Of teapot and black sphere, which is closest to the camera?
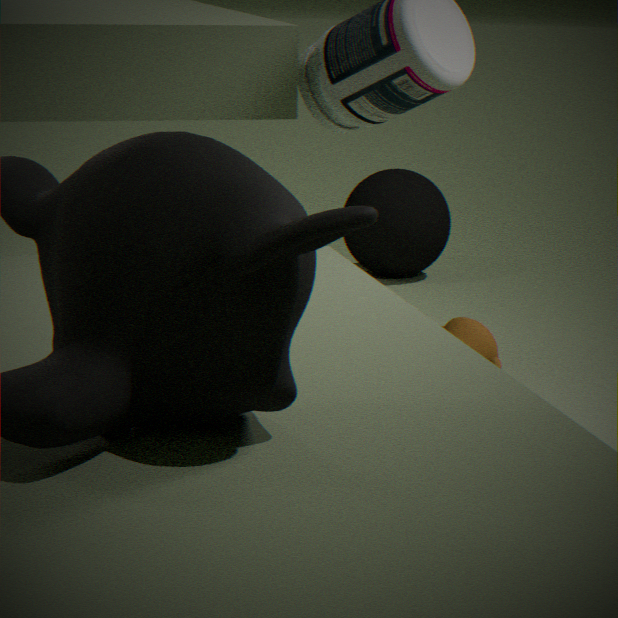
teapot
